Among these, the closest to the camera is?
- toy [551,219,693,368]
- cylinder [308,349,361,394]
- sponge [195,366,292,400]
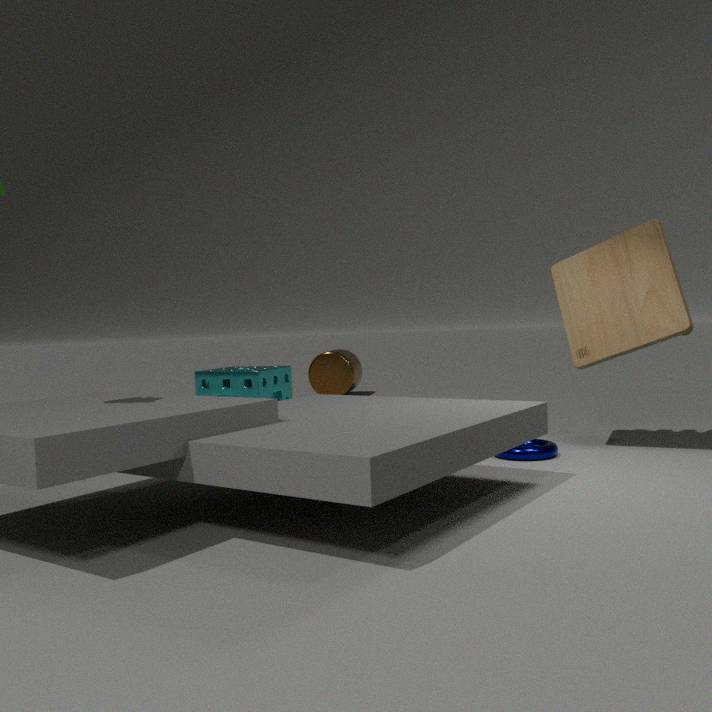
toy [551,219,693,368]
